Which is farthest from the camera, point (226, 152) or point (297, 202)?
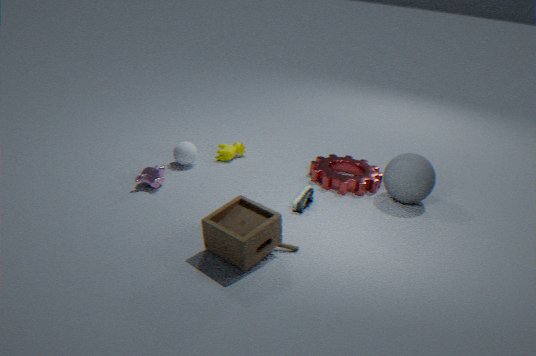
point (226, 152)
